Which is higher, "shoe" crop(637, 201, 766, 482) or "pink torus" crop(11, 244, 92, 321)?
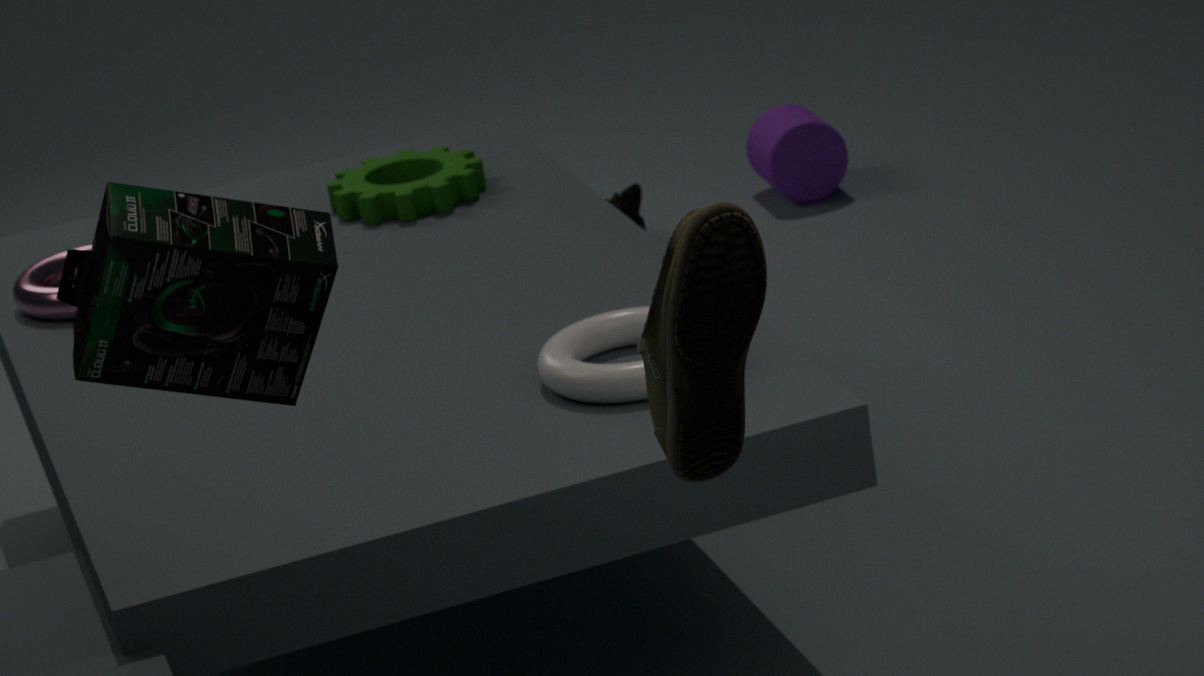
"shoe" crop(637, 201, 766, 482)
